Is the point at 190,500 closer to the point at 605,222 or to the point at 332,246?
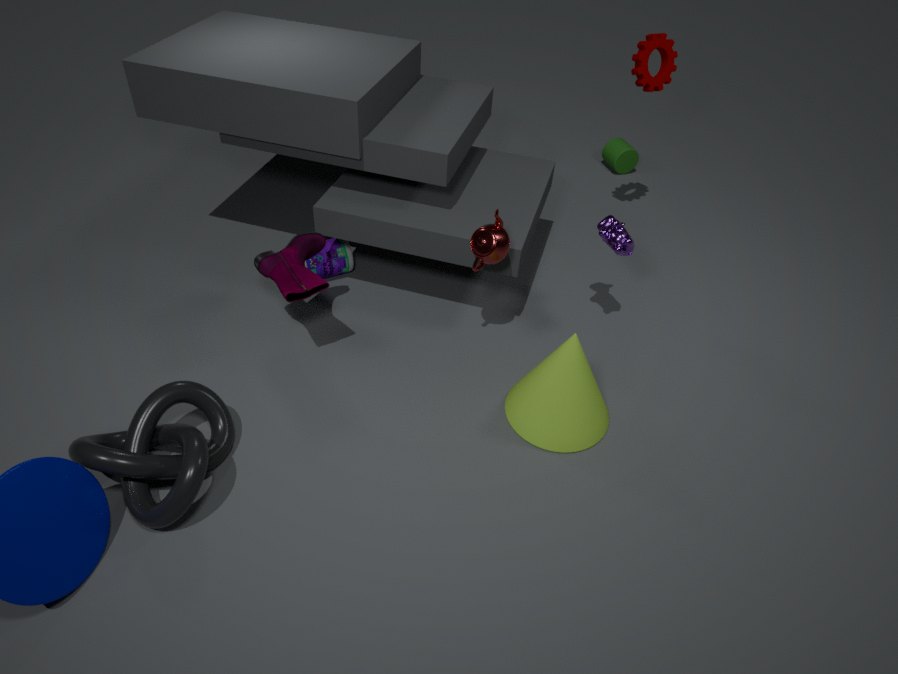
the point at 332,246
